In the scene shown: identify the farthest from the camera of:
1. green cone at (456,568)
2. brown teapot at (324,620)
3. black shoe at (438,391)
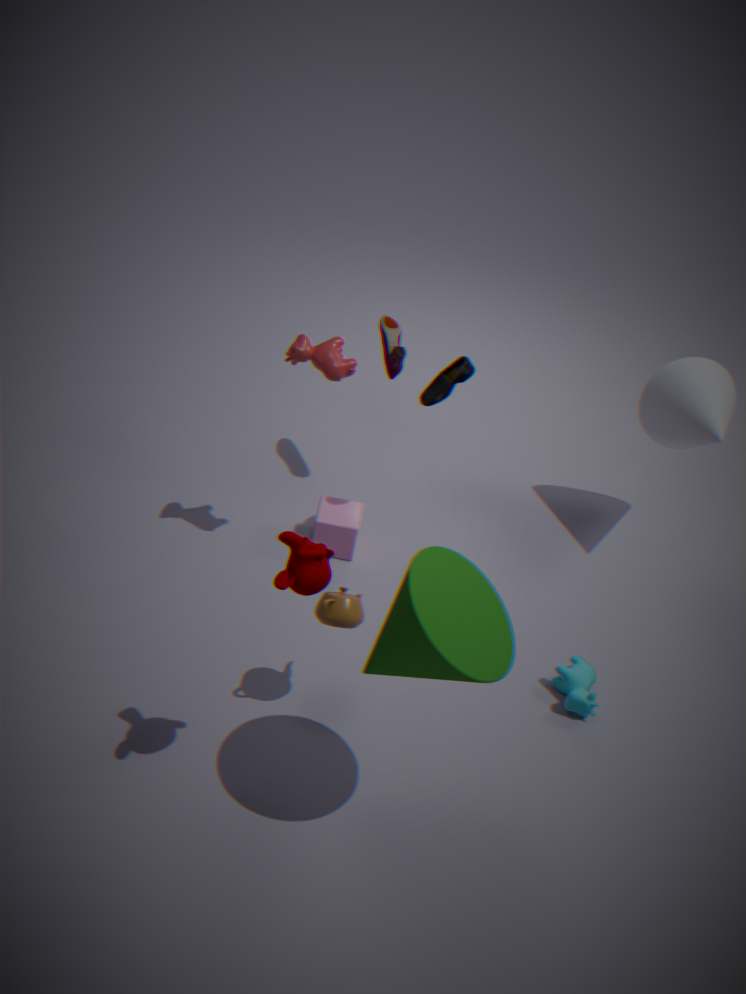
black shoe at (438,391)
